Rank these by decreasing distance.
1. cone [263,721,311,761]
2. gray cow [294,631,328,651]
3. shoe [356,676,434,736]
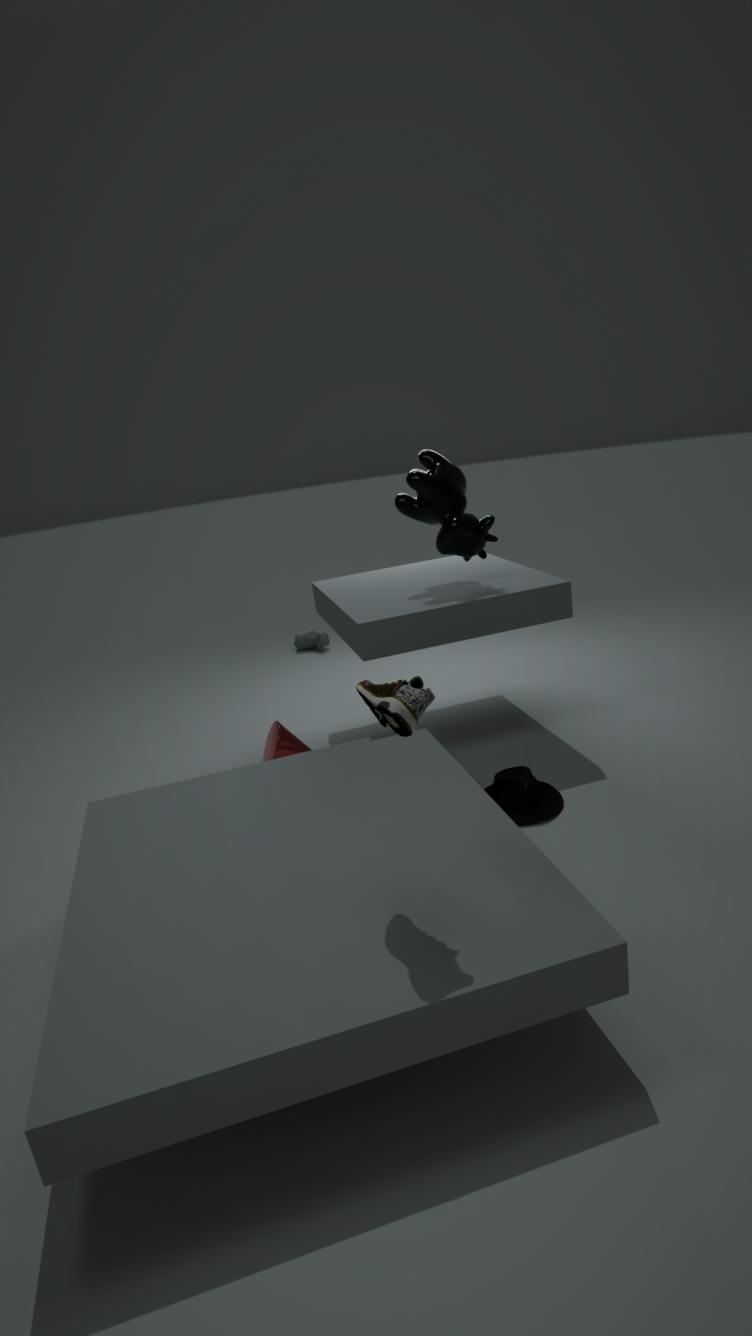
gray cow [294,631,328,651] → cone [263,721,311,761] → shoe [356,676,434,736]
